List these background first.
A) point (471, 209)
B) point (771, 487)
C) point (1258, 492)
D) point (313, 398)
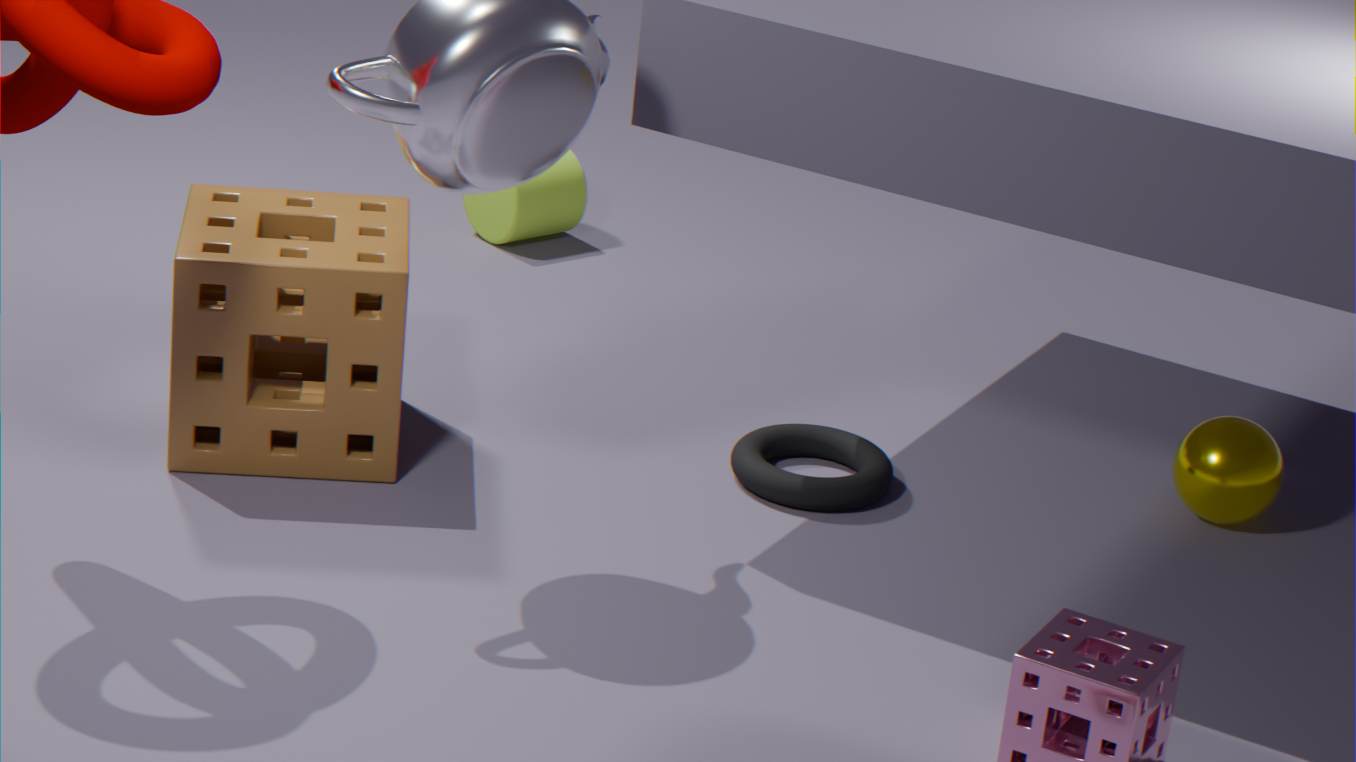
1. point (471, 209)
2. point (1258, 492)
3. point (771, 487)
4. point (313, 398)
